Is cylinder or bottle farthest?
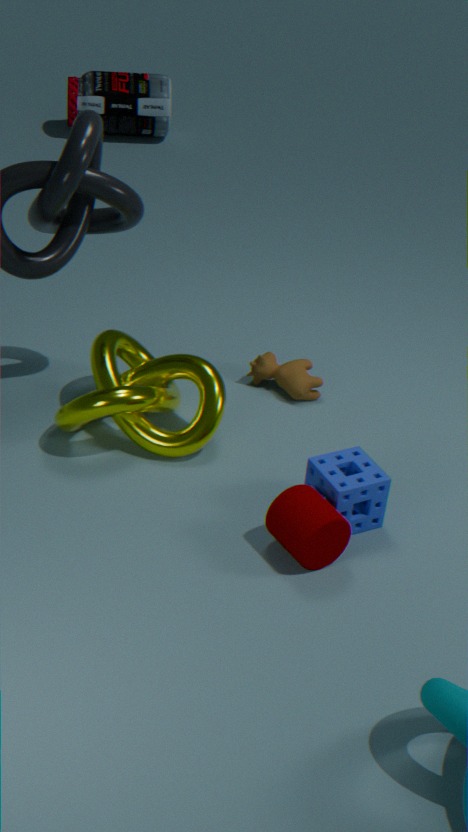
bottle
